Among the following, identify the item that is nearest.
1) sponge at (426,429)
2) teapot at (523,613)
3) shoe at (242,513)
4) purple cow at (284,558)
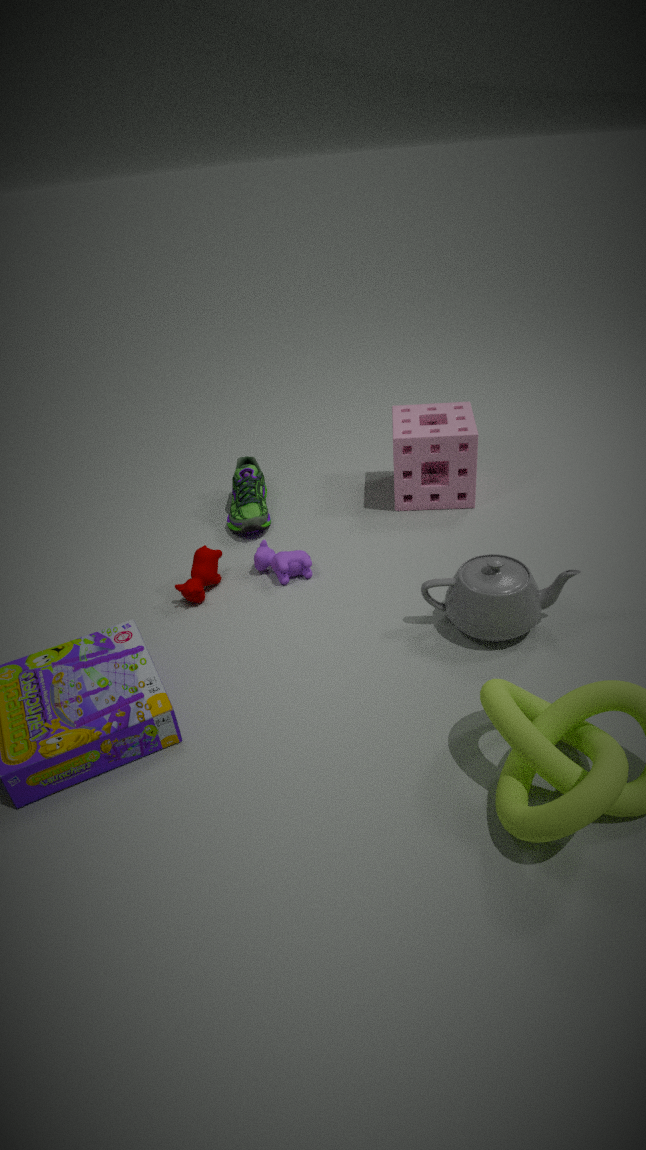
2. teapot at (523,613)
